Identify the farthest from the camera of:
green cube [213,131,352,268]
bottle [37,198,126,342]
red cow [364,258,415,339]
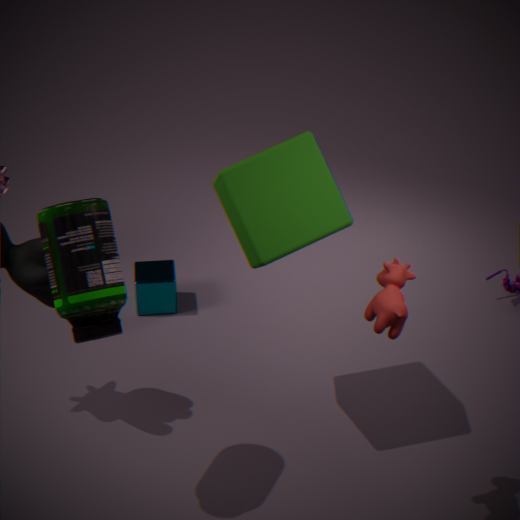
green cube [213,131,352,268]
